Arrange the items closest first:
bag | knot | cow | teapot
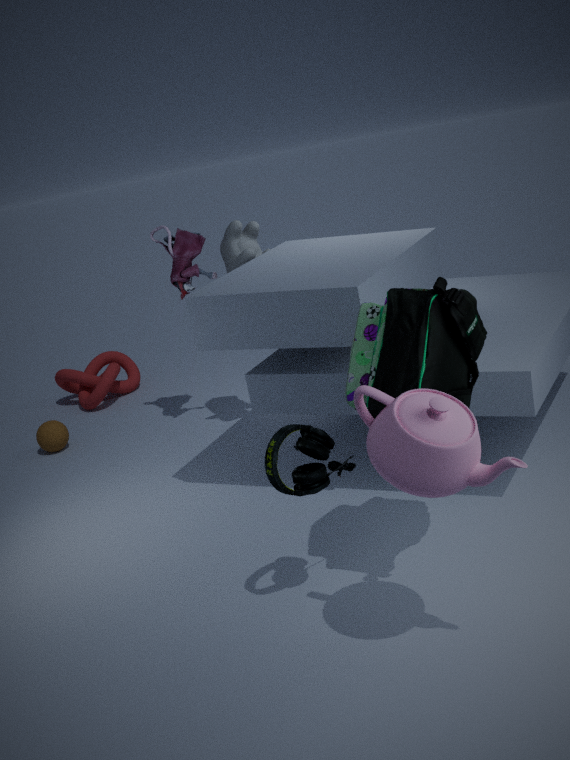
1. teapot
2. bag
3. cow
4. knot
